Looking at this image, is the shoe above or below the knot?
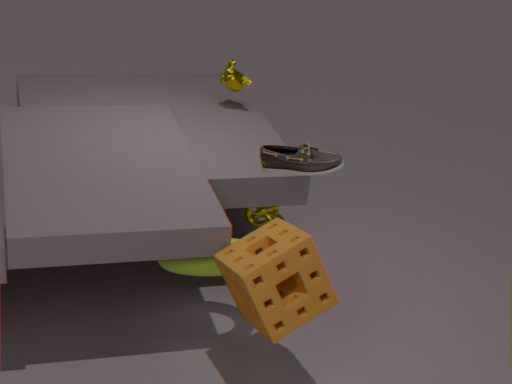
above
